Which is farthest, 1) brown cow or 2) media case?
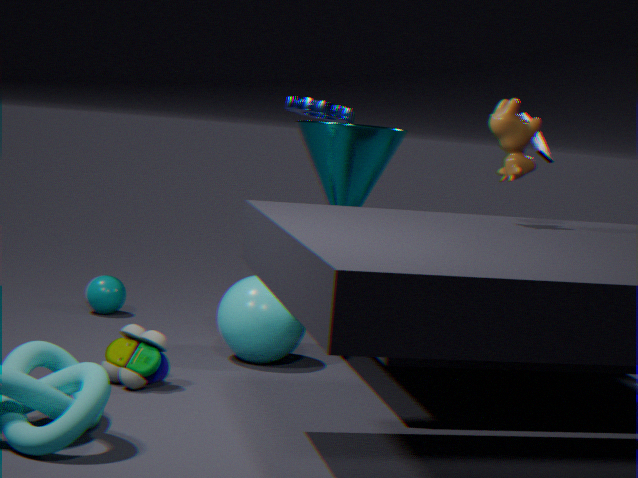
2. media case
